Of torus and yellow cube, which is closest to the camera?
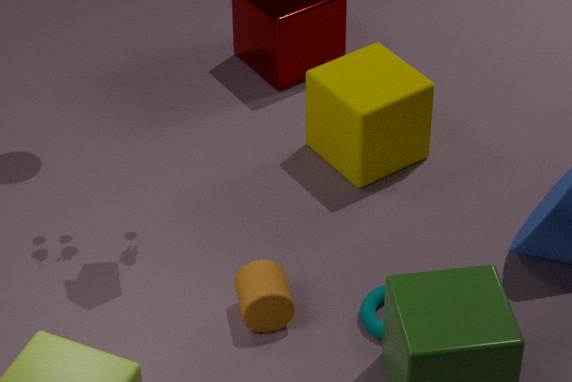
torus
